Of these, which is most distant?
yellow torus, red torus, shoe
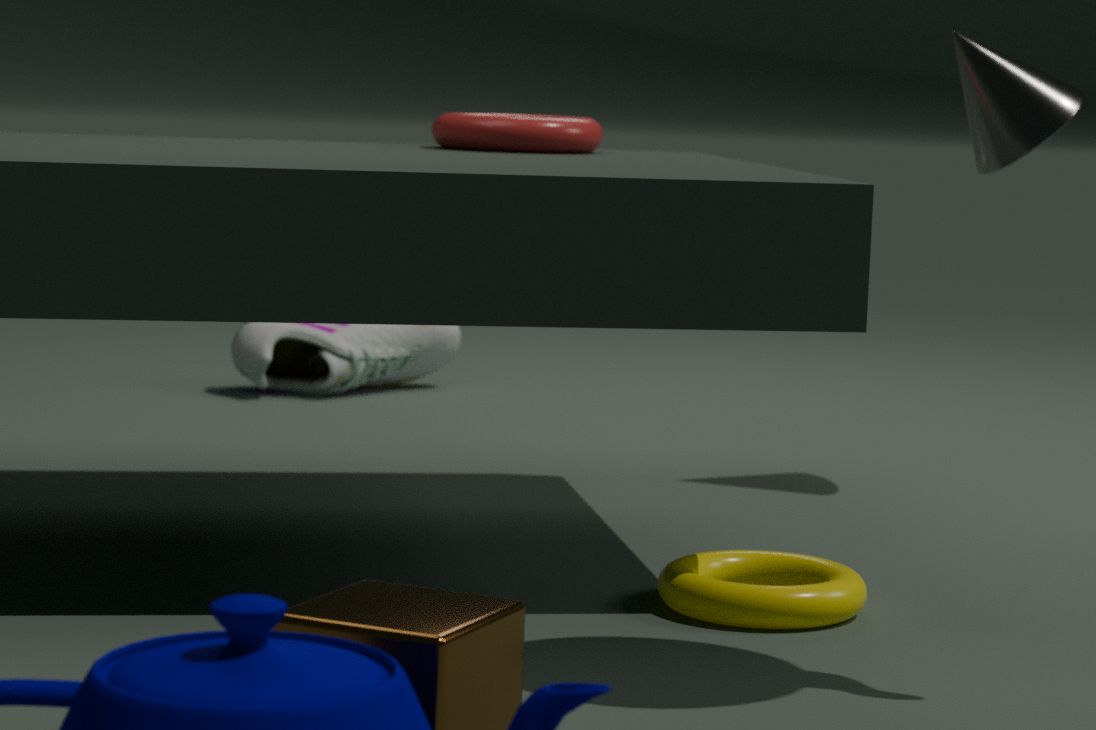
shoe
